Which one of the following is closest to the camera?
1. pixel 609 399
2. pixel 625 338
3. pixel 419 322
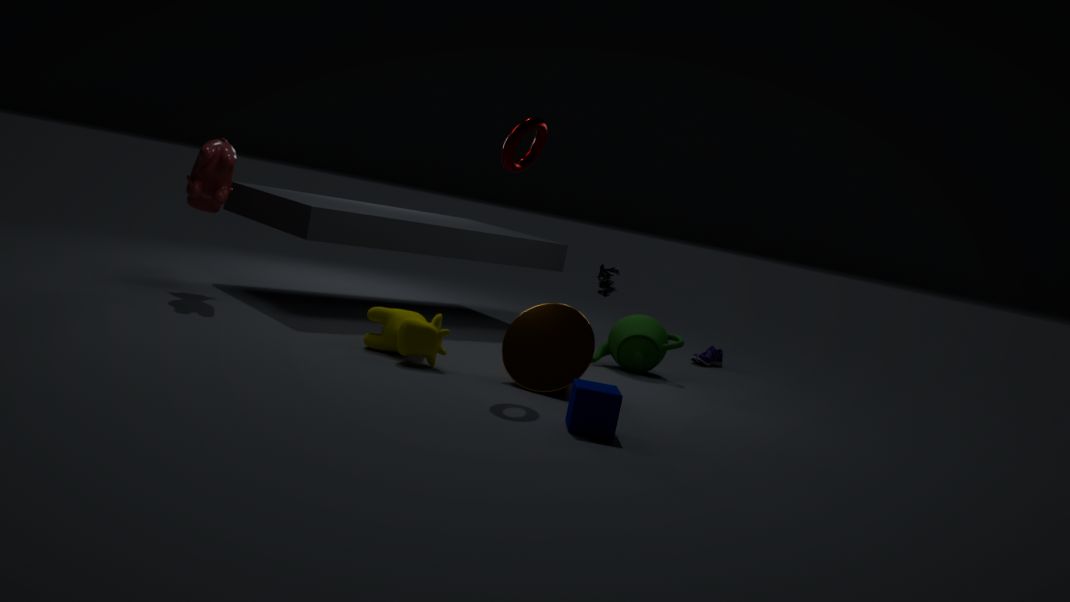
Answer: pixel 609 399
